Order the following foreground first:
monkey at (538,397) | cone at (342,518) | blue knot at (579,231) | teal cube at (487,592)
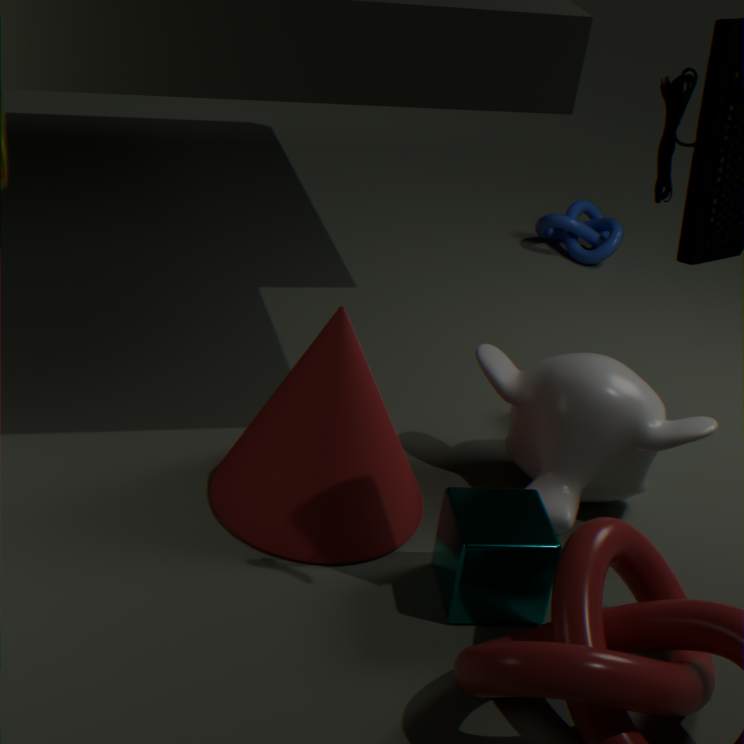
teal cube at (487,592) < cone at (342,518) < monkey at (538,397) < blue knot at (579,231)
